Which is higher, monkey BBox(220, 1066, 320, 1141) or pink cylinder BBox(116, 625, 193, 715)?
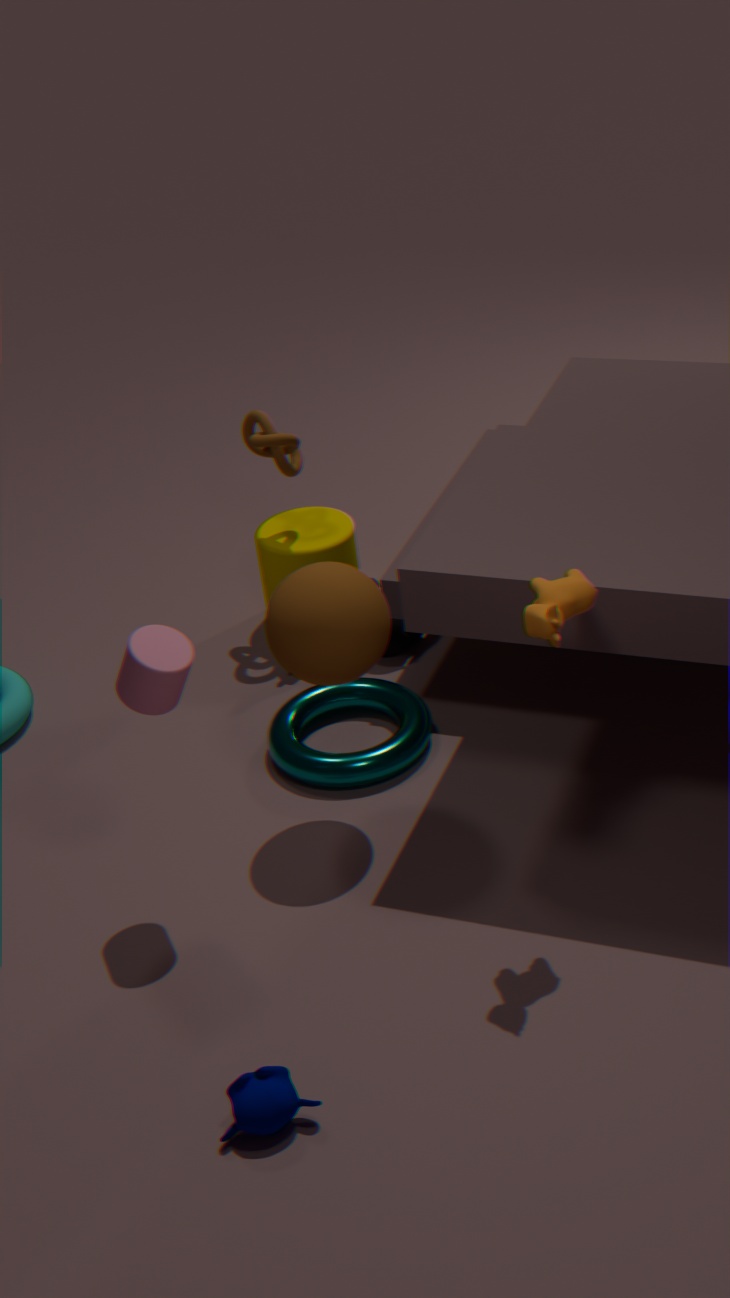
pink cylinder BBox(116, 625, 193, 715)
